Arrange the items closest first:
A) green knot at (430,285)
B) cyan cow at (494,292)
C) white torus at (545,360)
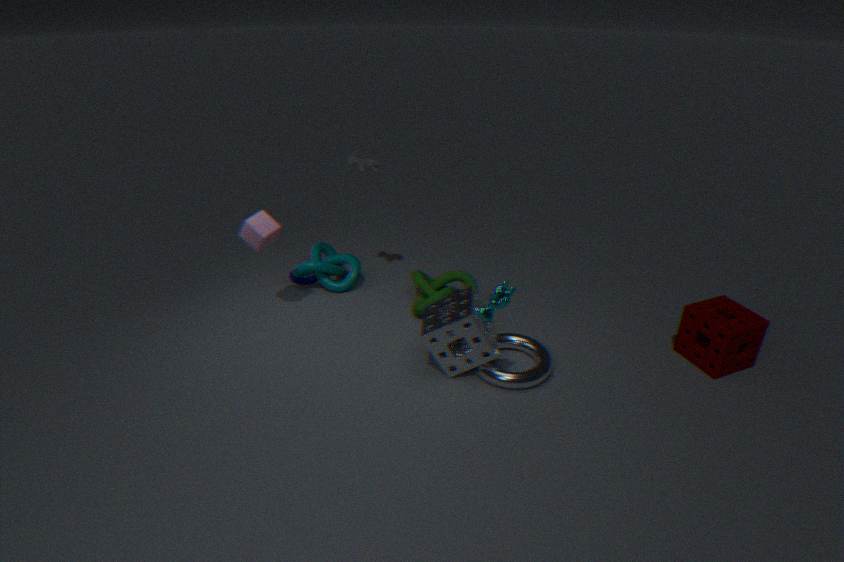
cyan cow at (494,292), white torus at (545,360), green knot at (430,285)
